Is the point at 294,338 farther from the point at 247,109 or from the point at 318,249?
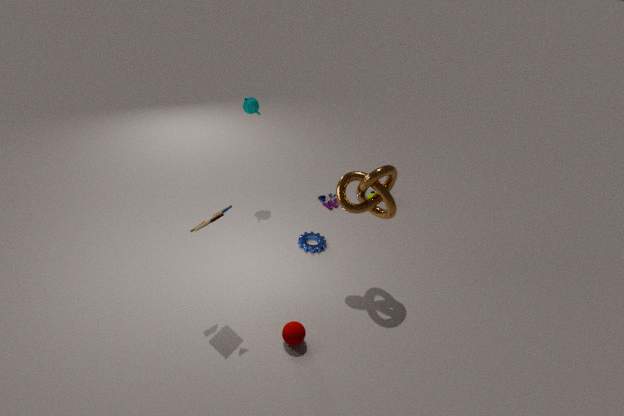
the point at 247,109
